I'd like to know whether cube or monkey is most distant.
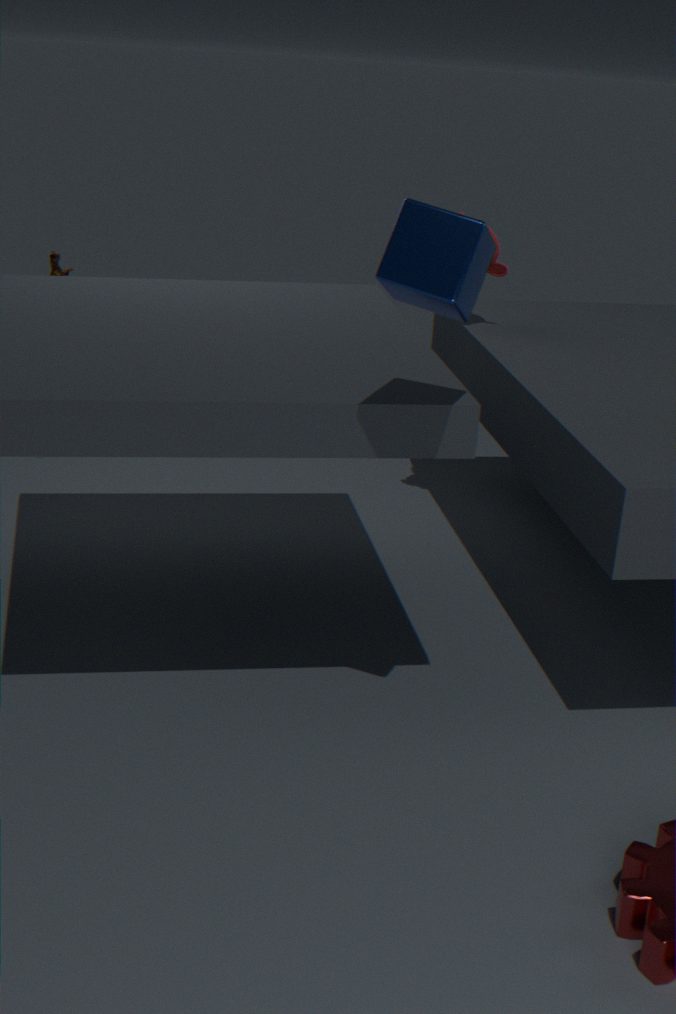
monkey
